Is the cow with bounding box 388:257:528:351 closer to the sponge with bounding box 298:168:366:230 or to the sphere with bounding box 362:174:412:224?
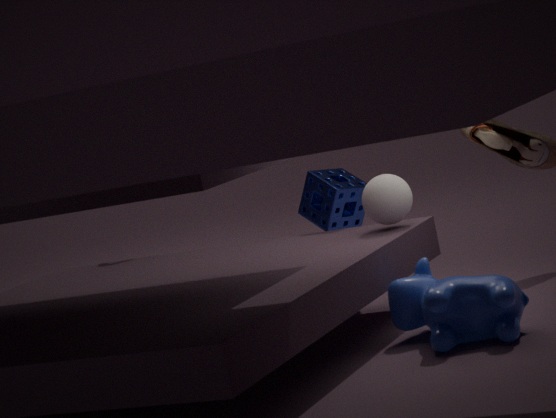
the sphere with bounding box 362:174:412:224
